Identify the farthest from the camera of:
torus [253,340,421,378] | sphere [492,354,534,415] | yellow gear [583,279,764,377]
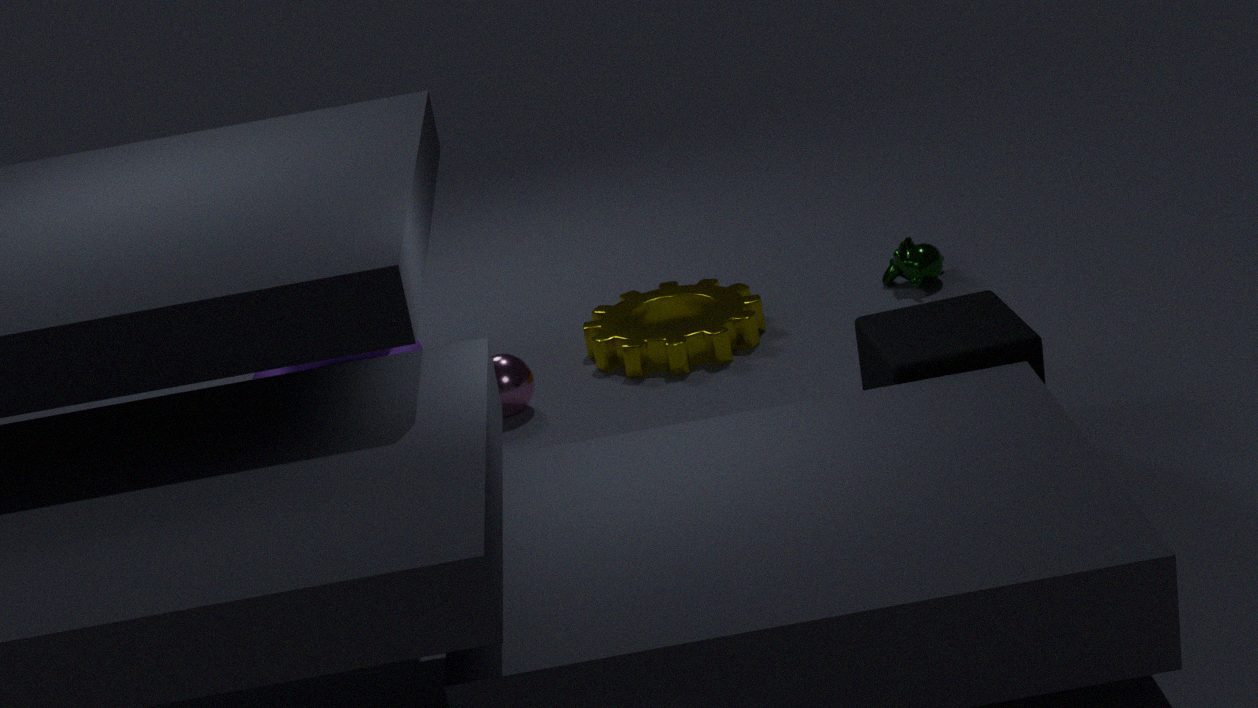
torus [253,340,421,378]
